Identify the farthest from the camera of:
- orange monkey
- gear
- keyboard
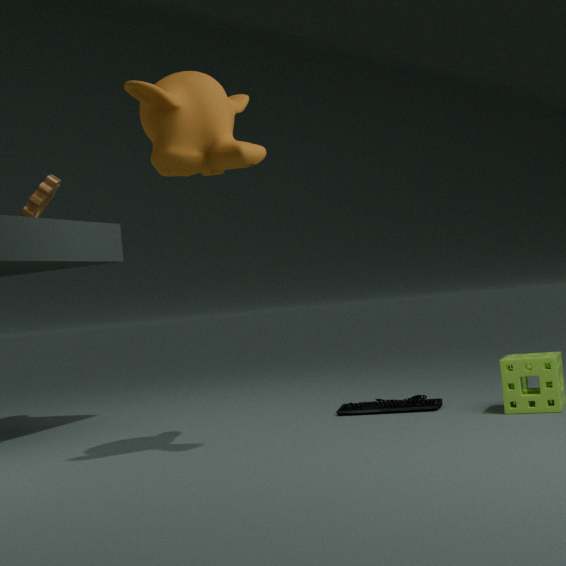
gear
